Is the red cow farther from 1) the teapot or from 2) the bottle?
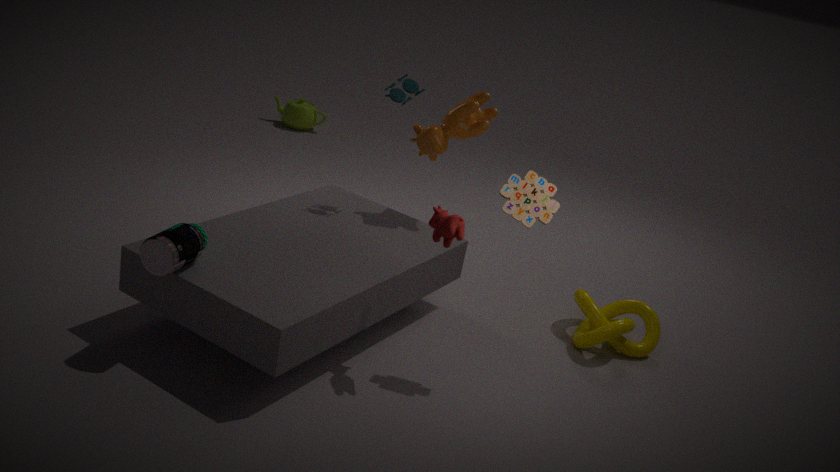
1) the teapot
